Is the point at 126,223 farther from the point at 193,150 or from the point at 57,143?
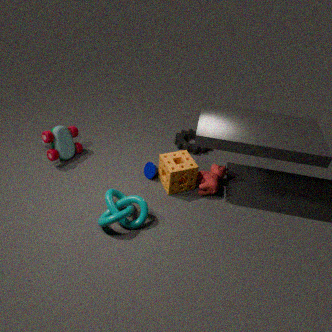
the point at 193,150
